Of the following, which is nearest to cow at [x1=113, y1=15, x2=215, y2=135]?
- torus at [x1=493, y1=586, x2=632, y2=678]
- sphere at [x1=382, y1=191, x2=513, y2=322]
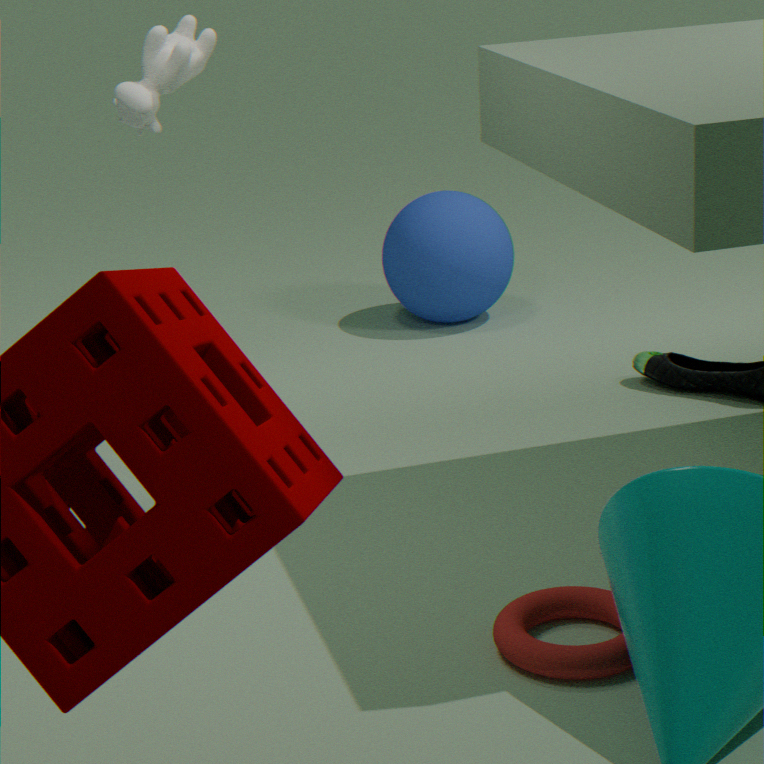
sphere at [x1=382, y1=191, x2=513, y2=322]
